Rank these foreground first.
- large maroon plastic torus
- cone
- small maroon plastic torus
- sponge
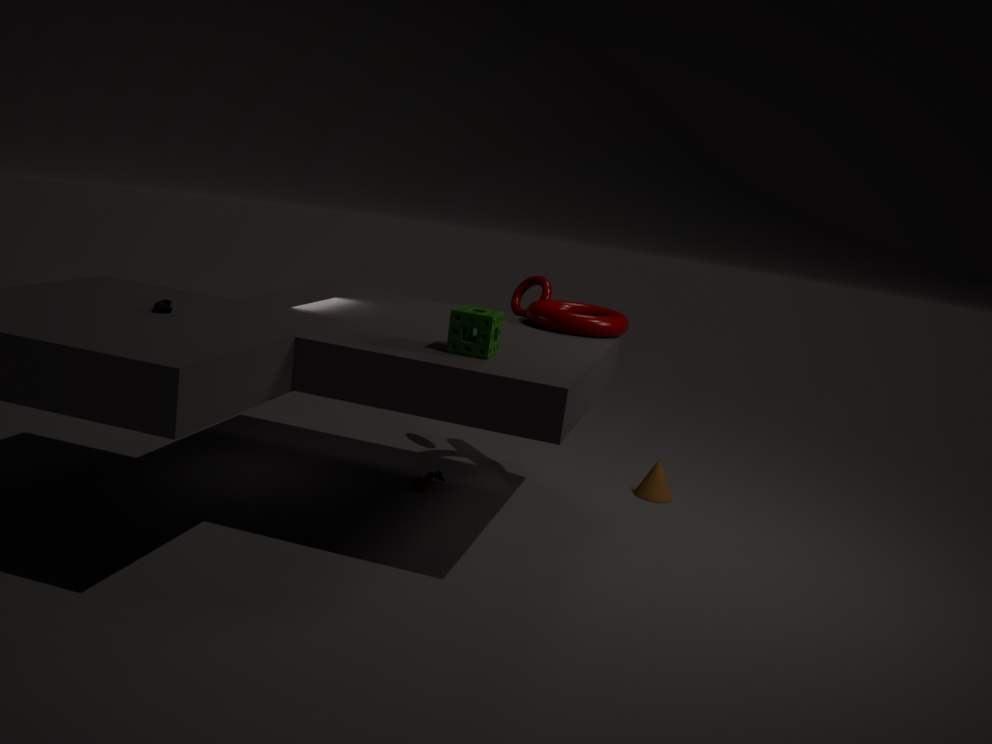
sponge
large maroon plastic torus
small maroon plastic torus
cone
